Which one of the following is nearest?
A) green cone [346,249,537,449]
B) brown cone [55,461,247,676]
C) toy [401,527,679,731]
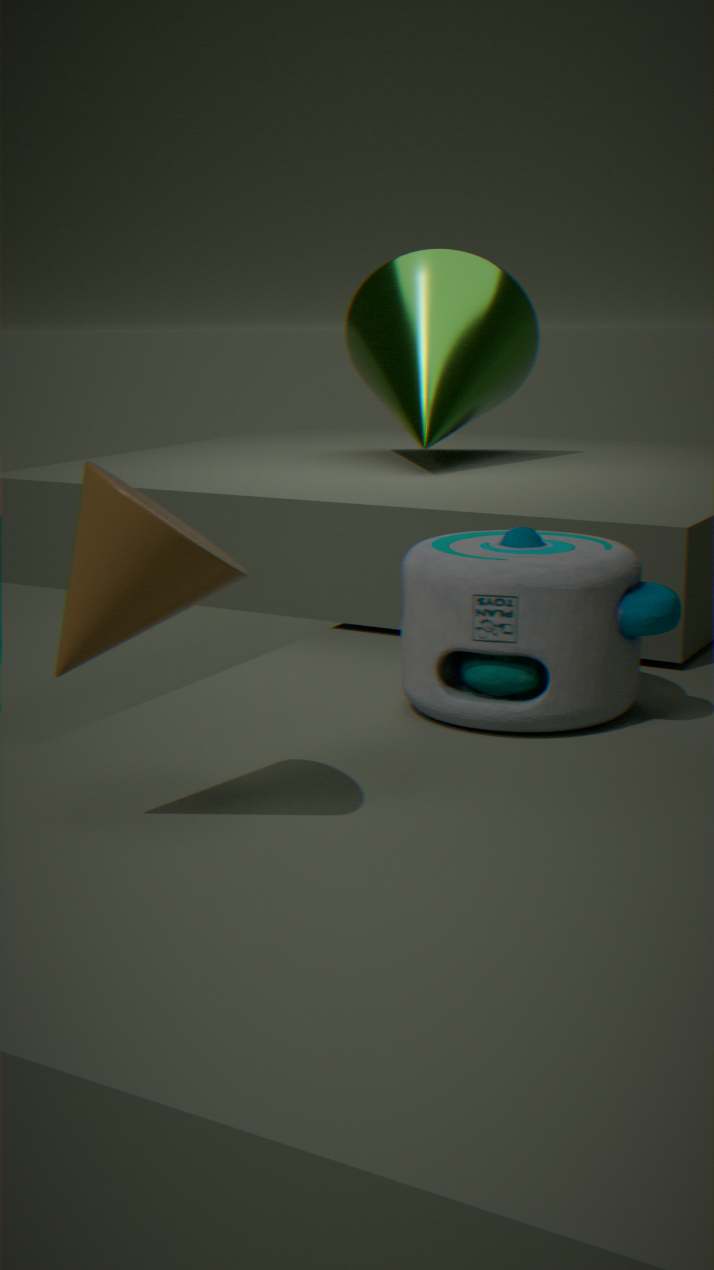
brown cone [55,461,247,676]
